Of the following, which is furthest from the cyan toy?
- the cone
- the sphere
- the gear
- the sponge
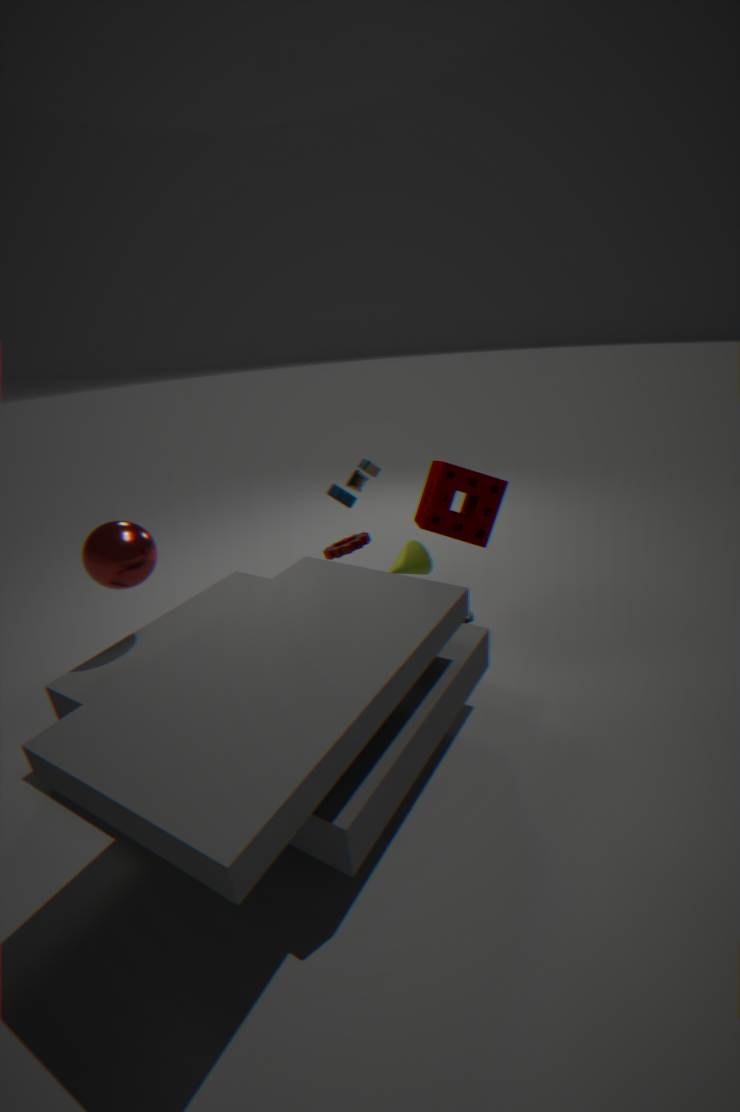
the sphere
